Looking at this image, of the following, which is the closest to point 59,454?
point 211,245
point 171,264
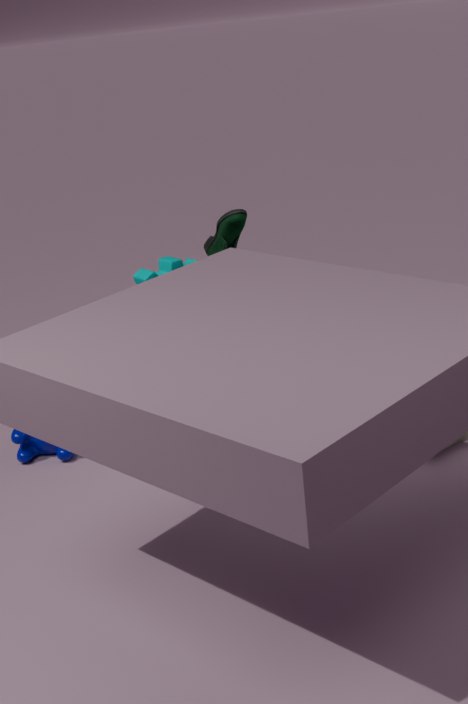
point 171,264
